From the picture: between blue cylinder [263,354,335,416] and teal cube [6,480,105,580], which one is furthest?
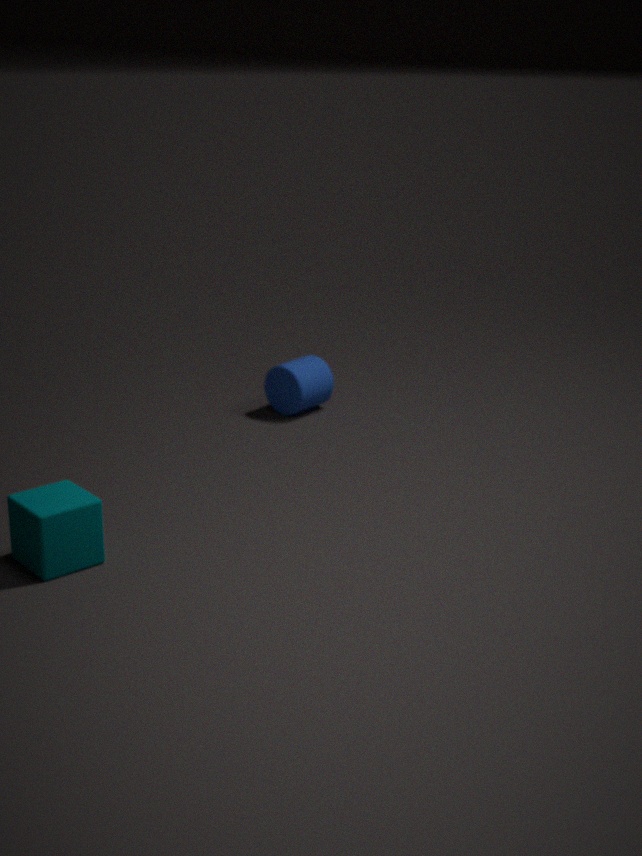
blue cylinder [263,354,335,416]
